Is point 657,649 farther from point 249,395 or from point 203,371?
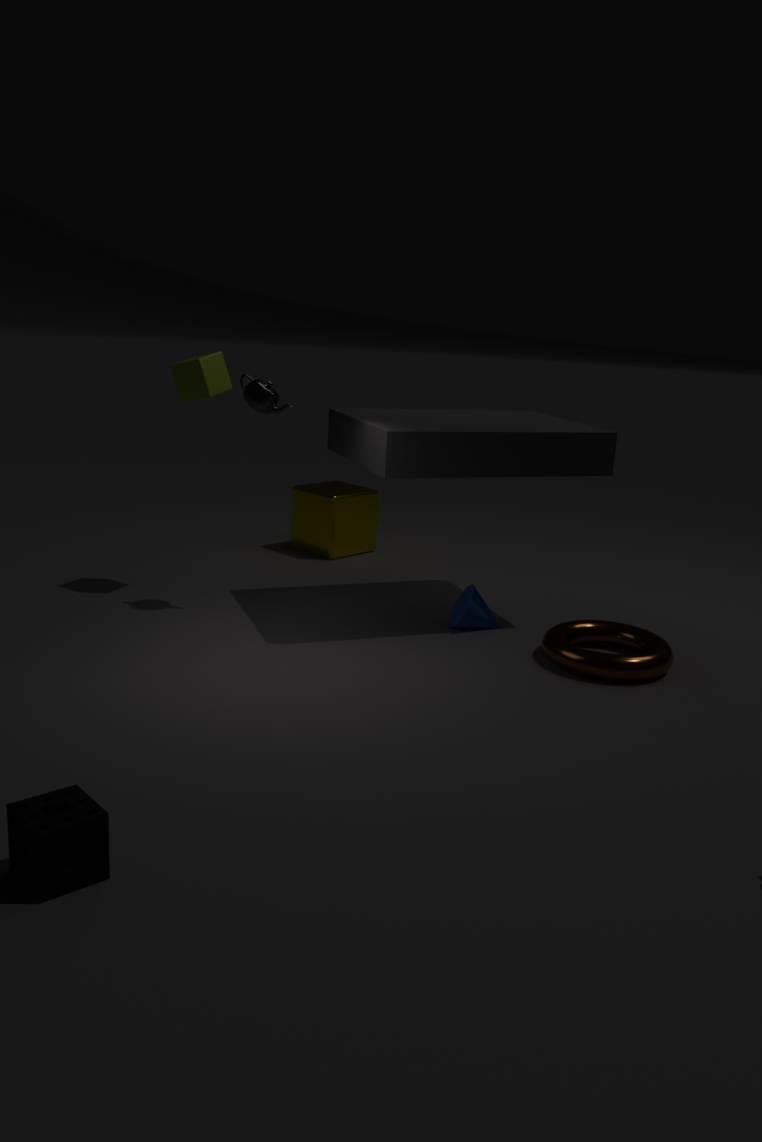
point 203,371
